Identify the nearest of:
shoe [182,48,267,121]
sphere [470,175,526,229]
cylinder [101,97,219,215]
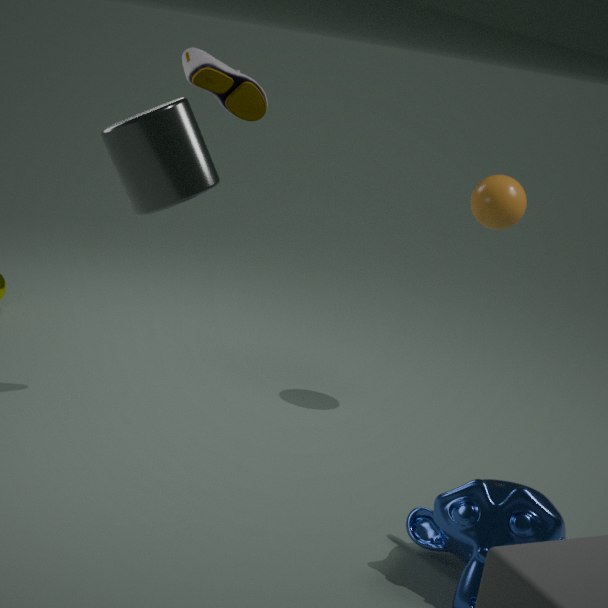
cylinder [101,97,219,215]
